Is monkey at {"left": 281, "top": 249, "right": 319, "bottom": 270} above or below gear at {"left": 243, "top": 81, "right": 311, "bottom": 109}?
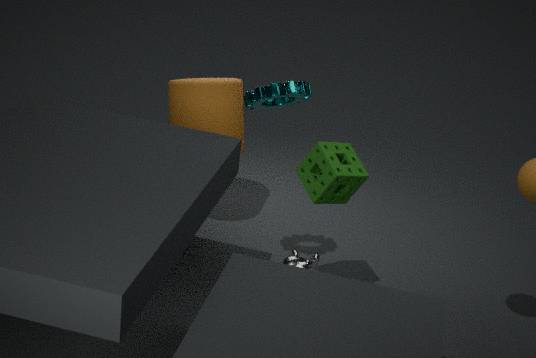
below
